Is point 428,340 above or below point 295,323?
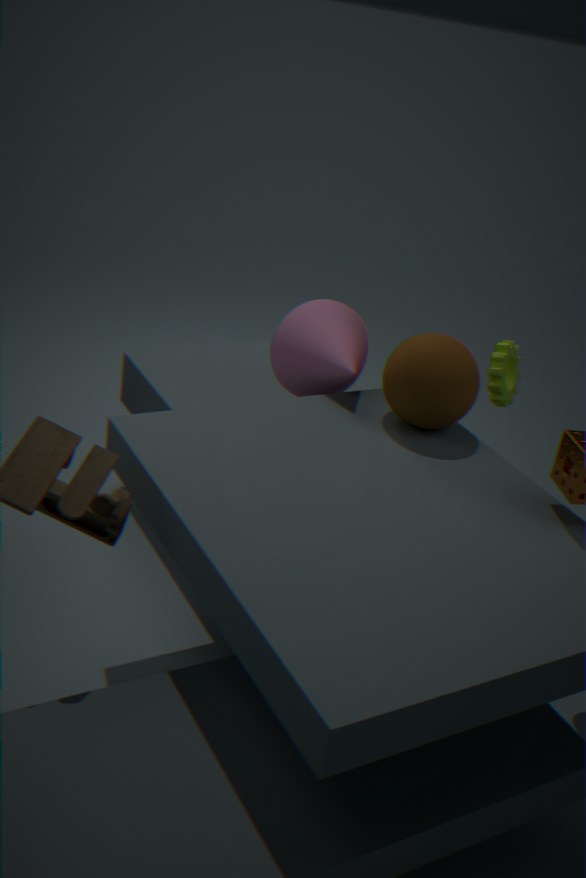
above
